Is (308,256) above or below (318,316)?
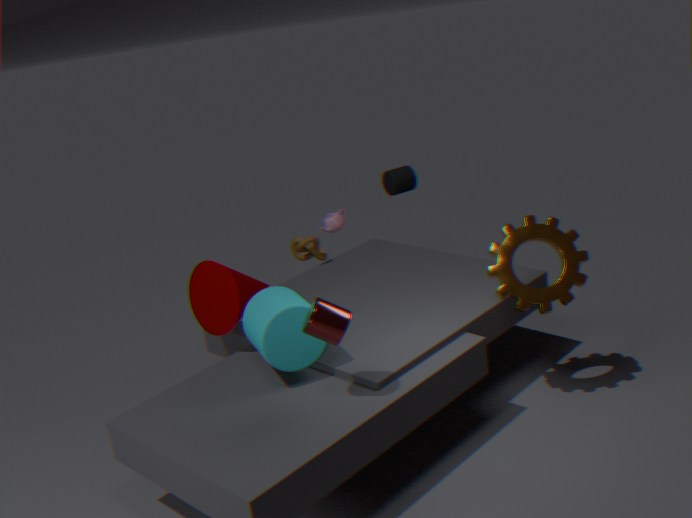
below
